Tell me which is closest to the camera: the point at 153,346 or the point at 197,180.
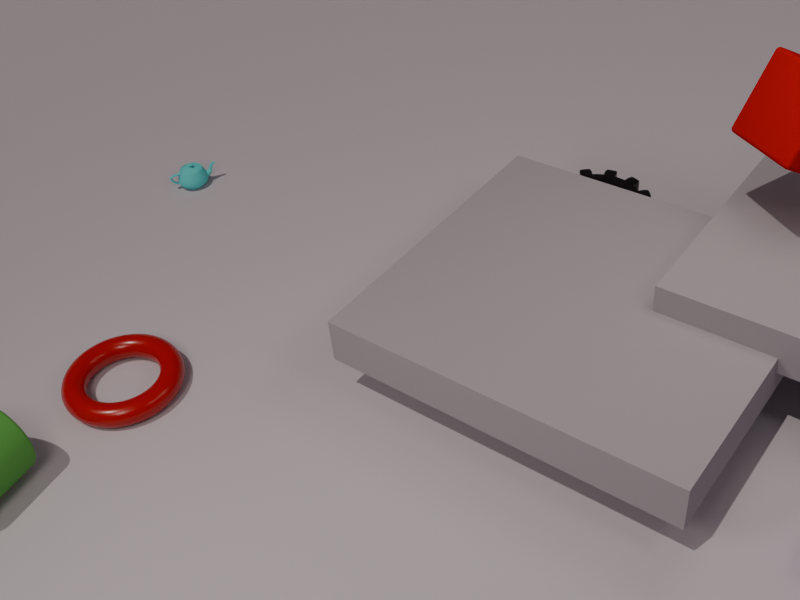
the point at 153,346
